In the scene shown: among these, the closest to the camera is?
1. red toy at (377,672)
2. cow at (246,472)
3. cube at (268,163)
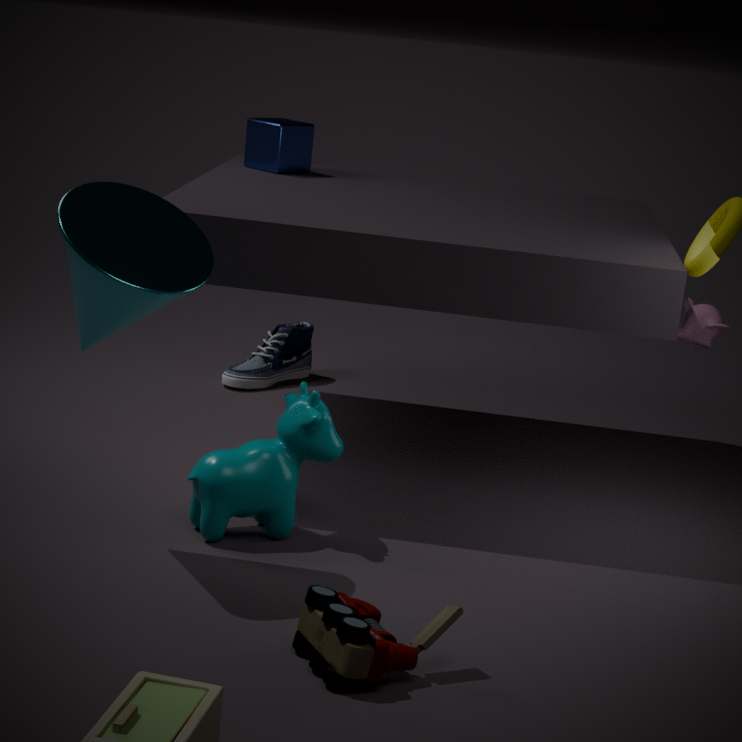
red toy at (377,672)
